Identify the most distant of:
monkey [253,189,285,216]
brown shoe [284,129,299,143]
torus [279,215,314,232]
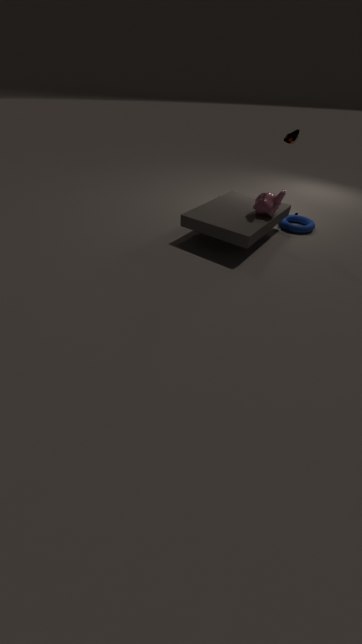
torus [279,215,314,232]
